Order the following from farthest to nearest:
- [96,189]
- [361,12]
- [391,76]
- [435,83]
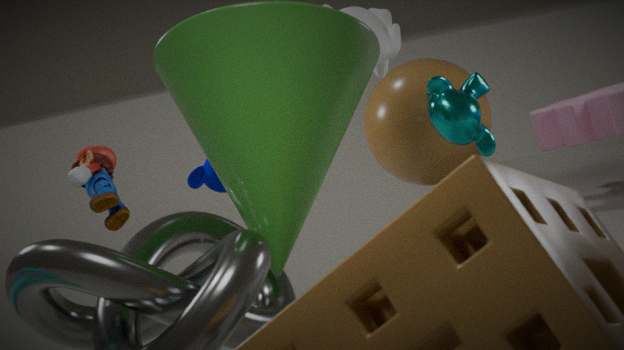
[391,76] → [435,83] → [361,12] → [96,189]
